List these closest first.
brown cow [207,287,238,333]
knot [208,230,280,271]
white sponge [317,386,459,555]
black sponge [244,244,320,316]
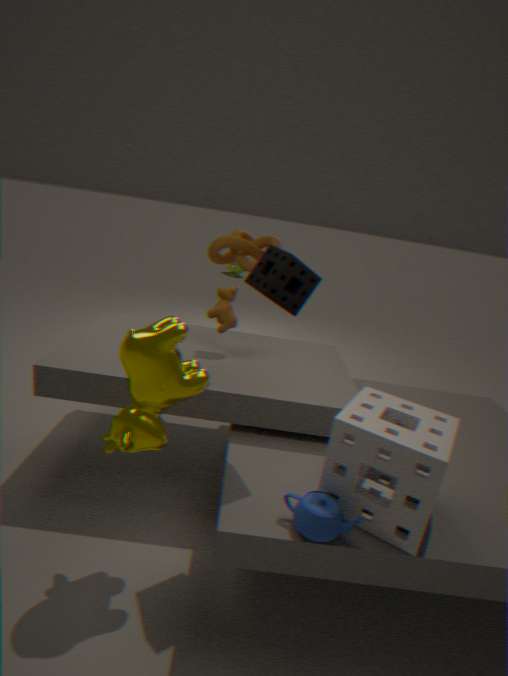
1. white sponge [317,386,459,555]
2. black sponge [244,244,320,316]
3. brown cow [207,287,238,333]
4. knot [208,230,280,271]
